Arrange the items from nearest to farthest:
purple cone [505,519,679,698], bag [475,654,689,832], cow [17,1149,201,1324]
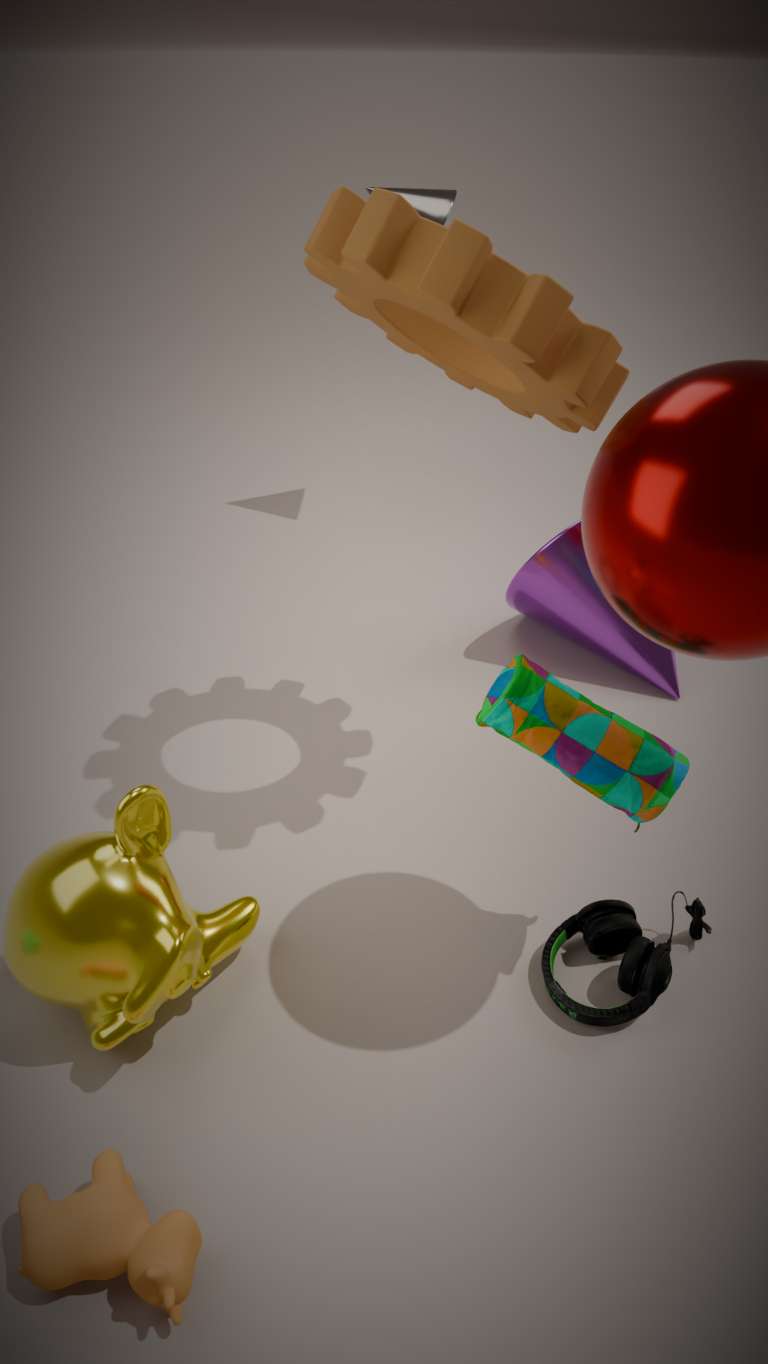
1. cow [17,1149,201,1324]
2. bag [475,654,689,832]
3. purple cone [505,519,679,698]
